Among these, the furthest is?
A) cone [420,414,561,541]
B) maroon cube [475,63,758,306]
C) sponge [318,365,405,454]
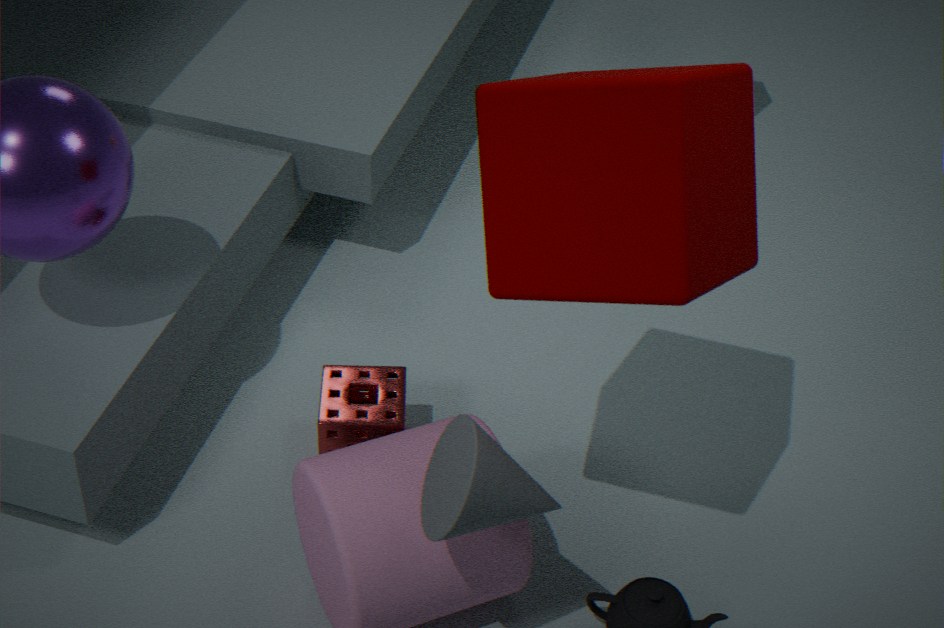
sponge [318,365,405,454]
